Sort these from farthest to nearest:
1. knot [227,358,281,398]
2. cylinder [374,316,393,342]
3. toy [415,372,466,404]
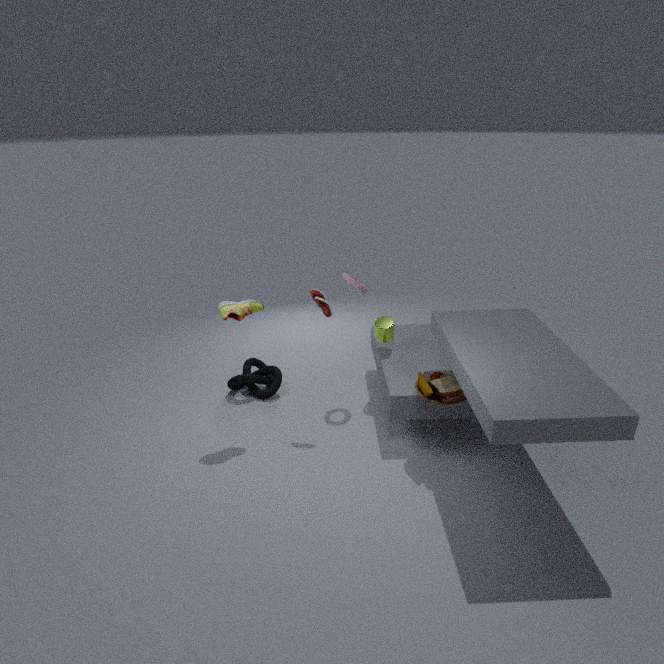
knot [227,358,281,398], cylinder [374,316,393,342], toy [415,372,466,404]
